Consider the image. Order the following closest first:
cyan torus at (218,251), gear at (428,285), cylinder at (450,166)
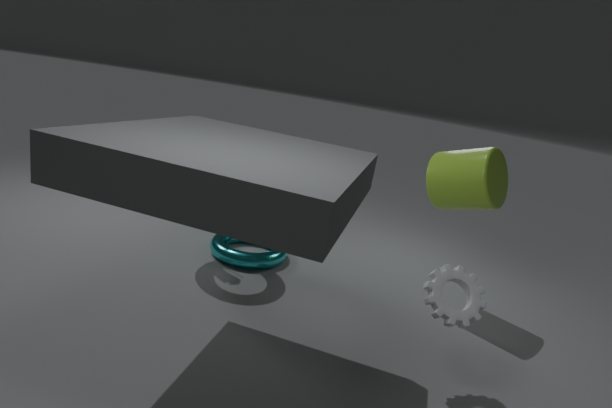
gear at (428,285) → cylinder at (450,166) → cyan torus at (218,251)
